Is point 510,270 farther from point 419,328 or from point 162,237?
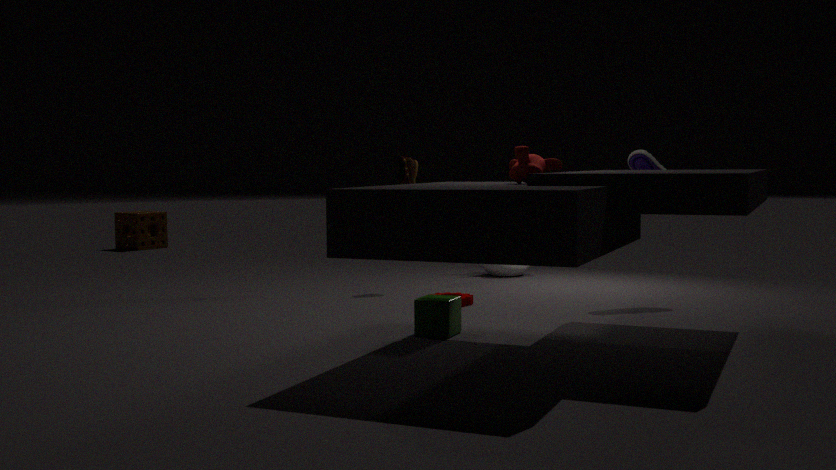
point 162,237
